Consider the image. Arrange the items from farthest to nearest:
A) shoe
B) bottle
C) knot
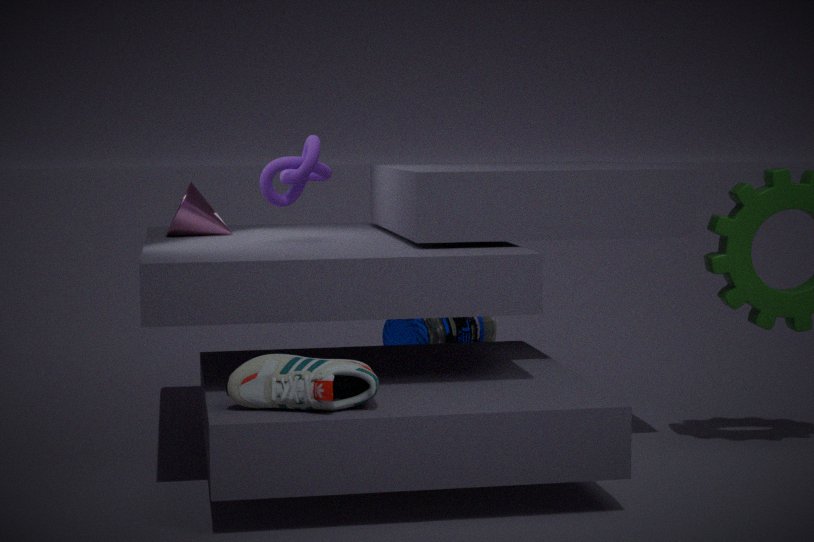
bottle, knot, shoe
